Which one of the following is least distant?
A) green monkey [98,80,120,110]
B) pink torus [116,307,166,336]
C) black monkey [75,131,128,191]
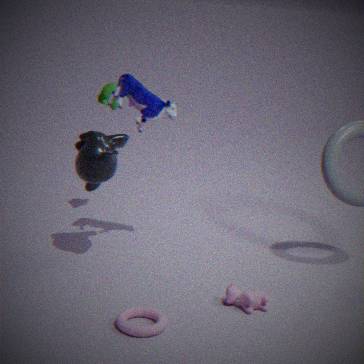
pink torus [116,307,166,336]
